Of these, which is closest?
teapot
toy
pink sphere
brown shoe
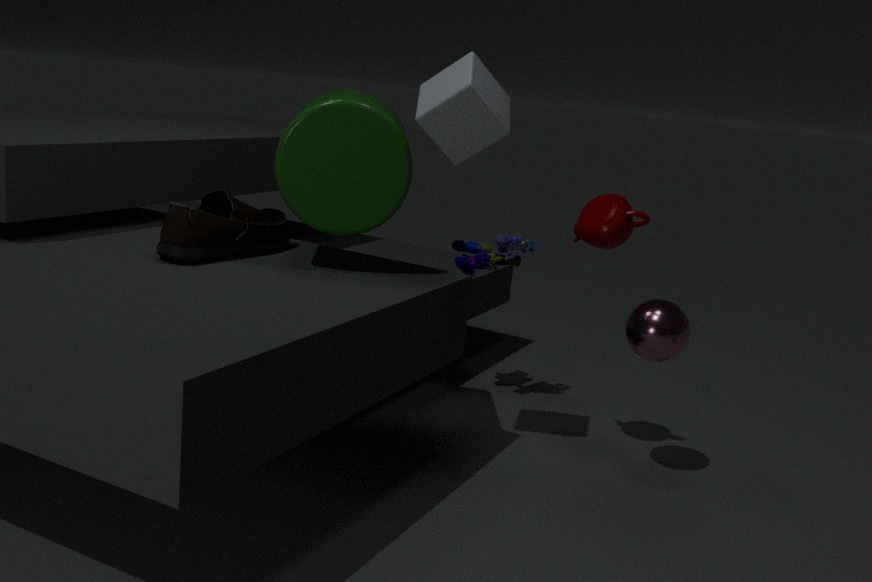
brown shoe
